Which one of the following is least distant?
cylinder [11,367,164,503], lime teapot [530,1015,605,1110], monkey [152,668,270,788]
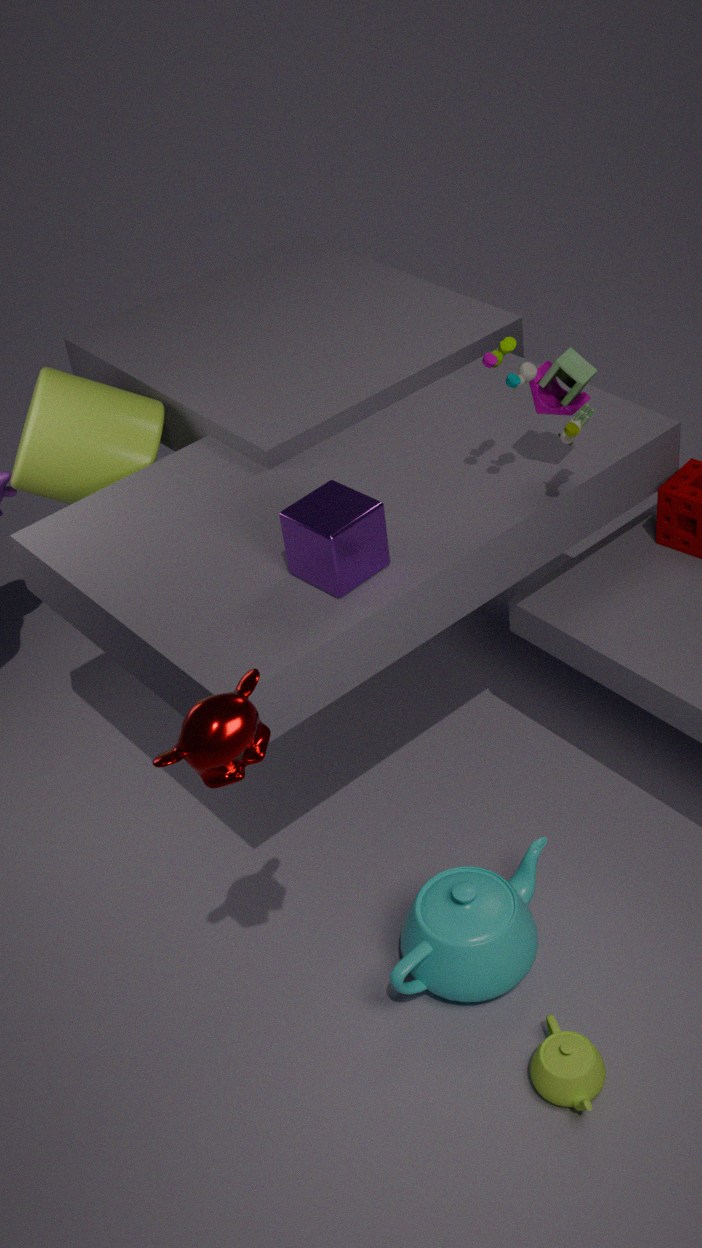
monkey [152,668,270,788]
